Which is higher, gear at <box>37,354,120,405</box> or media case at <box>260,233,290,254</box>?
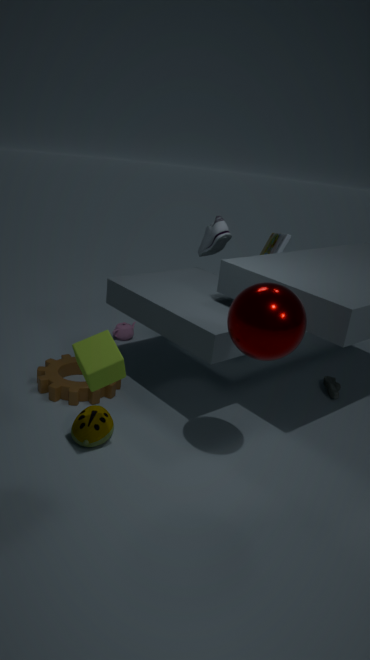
media case at <box>260,233,290,254</box>
